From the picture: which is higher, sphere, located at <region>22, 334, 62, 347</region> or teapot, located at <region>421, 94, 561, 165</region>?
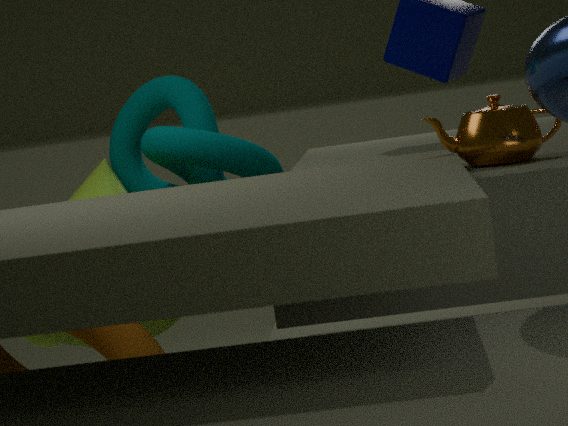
teapot, located at <region>421, 94, 561, 165</region>
